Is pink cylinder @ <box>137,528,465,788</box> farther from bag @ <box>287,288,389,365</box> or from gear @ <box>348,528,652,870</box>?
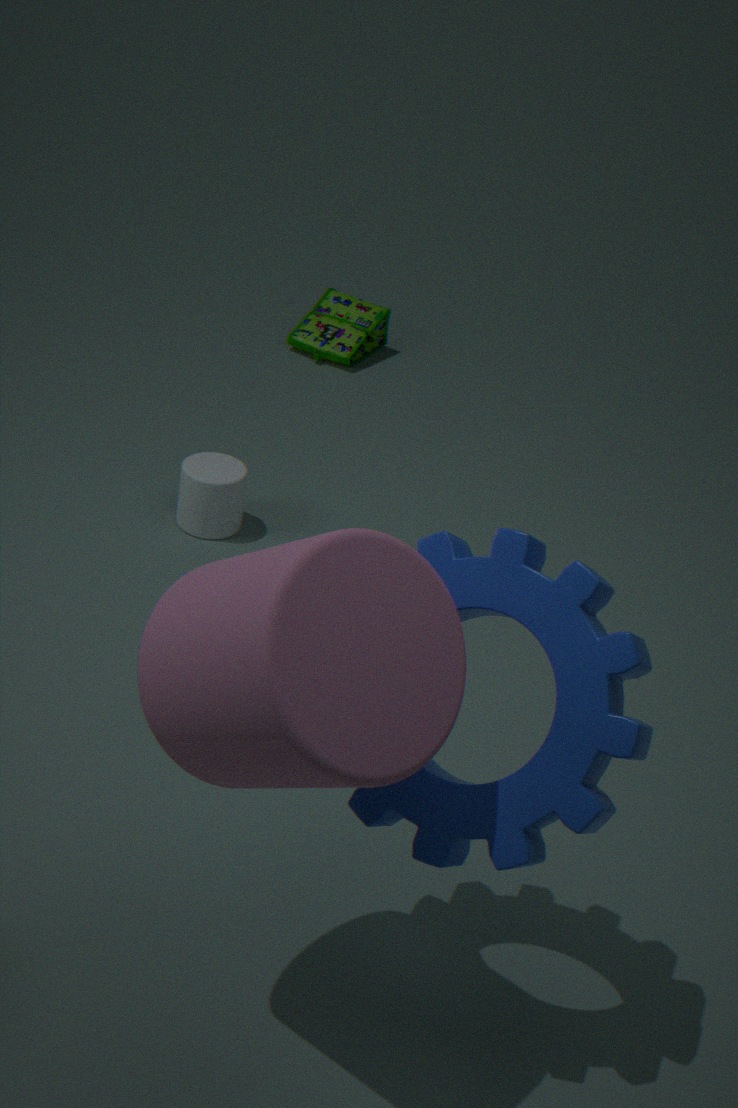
bag @ <box>287,288,389,365</box>
